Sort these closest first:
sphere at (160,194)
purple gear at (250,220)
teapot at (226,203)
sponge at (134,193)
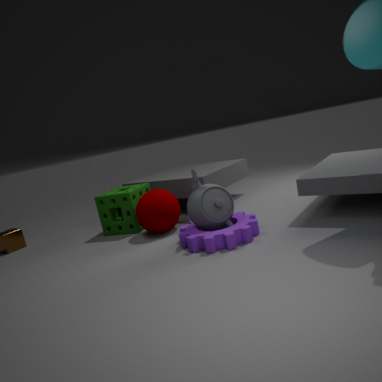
purple gear at (250,220), teapot at (226,203), sphere at (160,194), sponge at (134,193)
